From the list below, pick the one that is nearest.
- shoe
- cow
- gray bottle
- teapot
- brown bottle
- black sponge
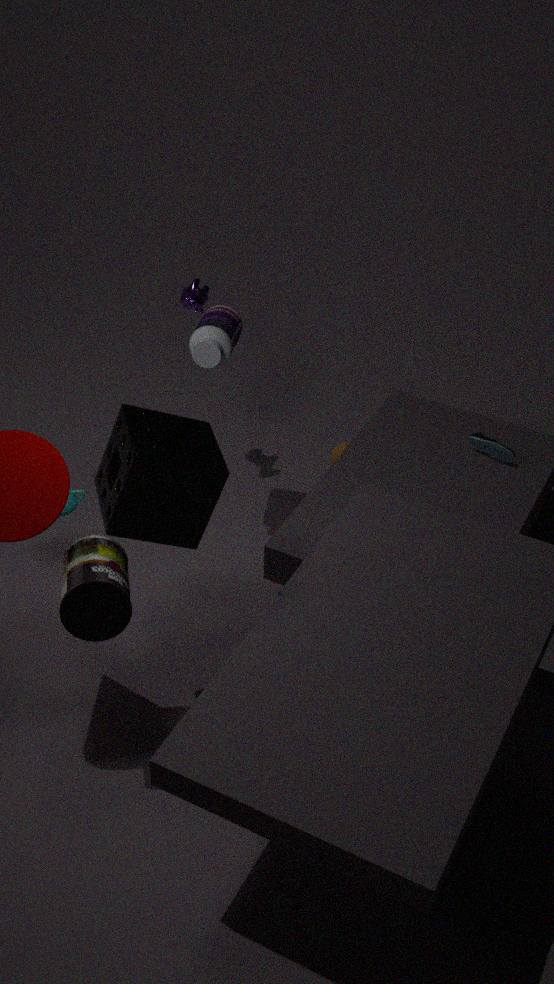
black sponge
